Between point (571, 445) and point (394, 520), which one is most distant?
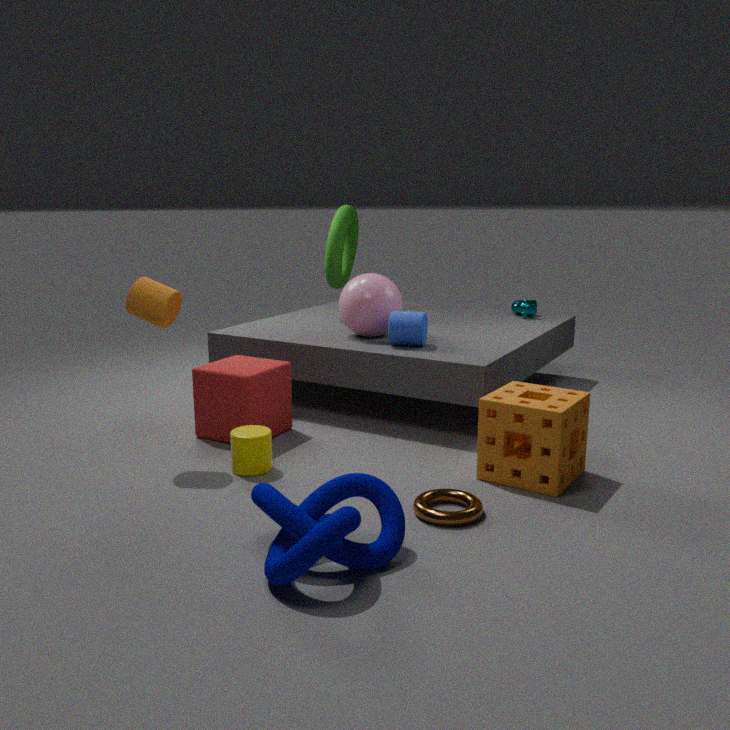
point (571, 445)
